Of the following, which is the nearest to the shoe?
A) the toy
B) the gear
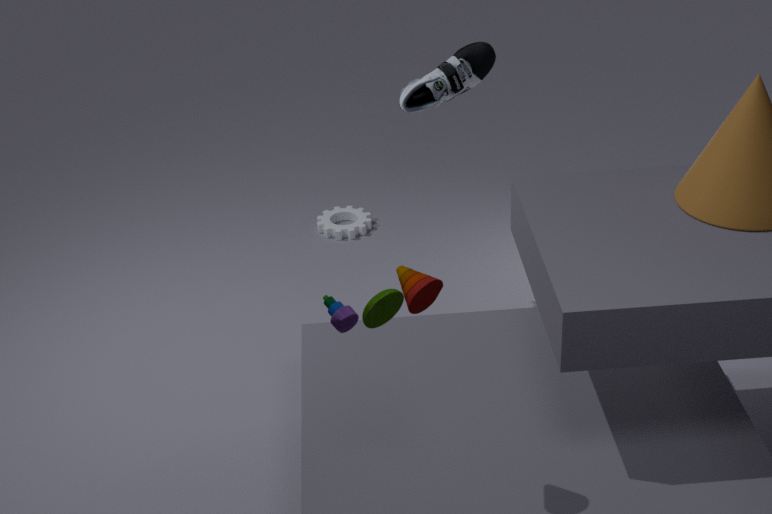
the gear
